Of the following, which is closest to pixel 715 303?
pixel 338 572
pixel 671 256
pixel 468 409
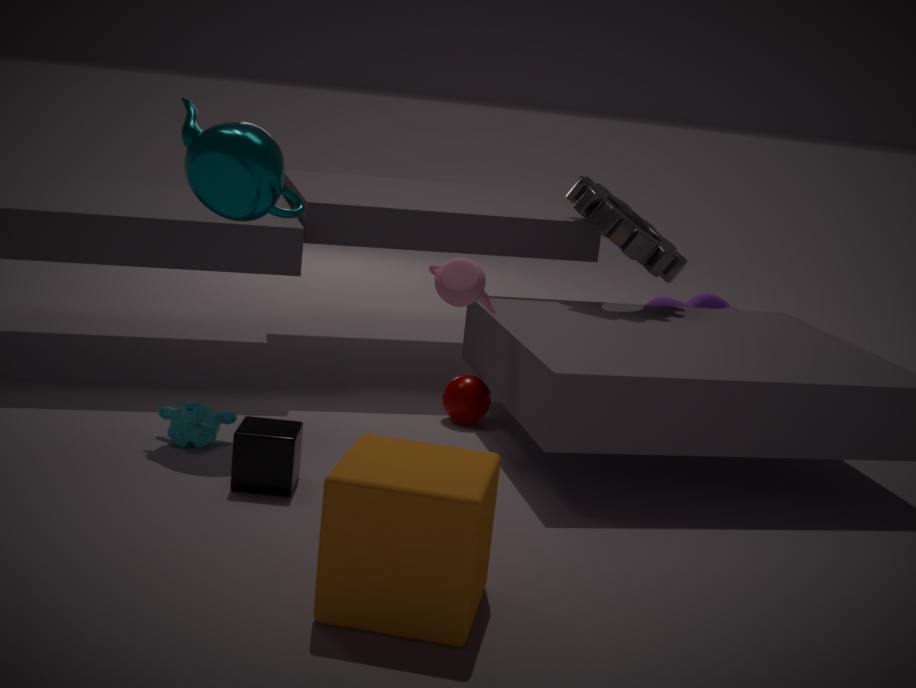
pixel 671 256
